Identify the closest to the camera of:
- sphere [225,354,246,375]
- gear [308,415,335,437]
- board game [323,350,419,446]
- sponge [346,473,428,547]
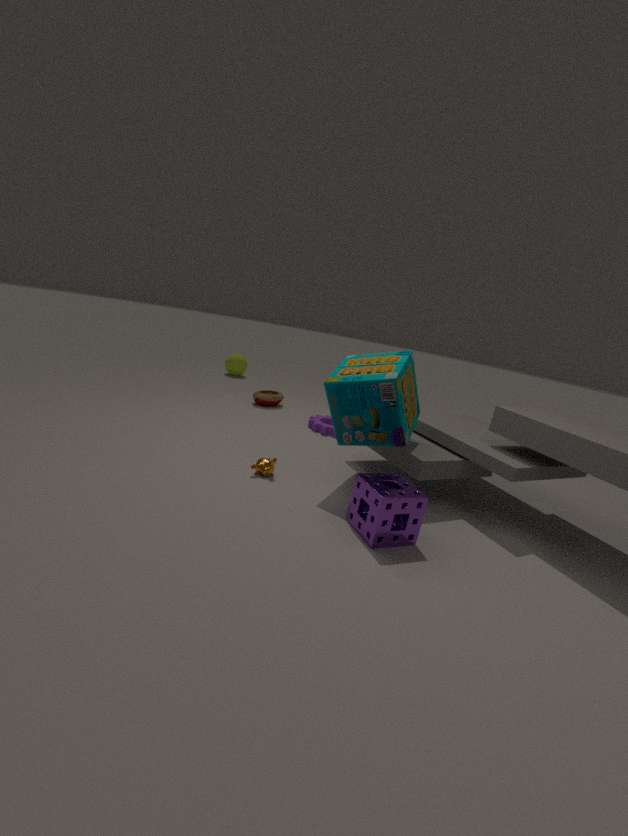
sponge [346,473,428,547]
